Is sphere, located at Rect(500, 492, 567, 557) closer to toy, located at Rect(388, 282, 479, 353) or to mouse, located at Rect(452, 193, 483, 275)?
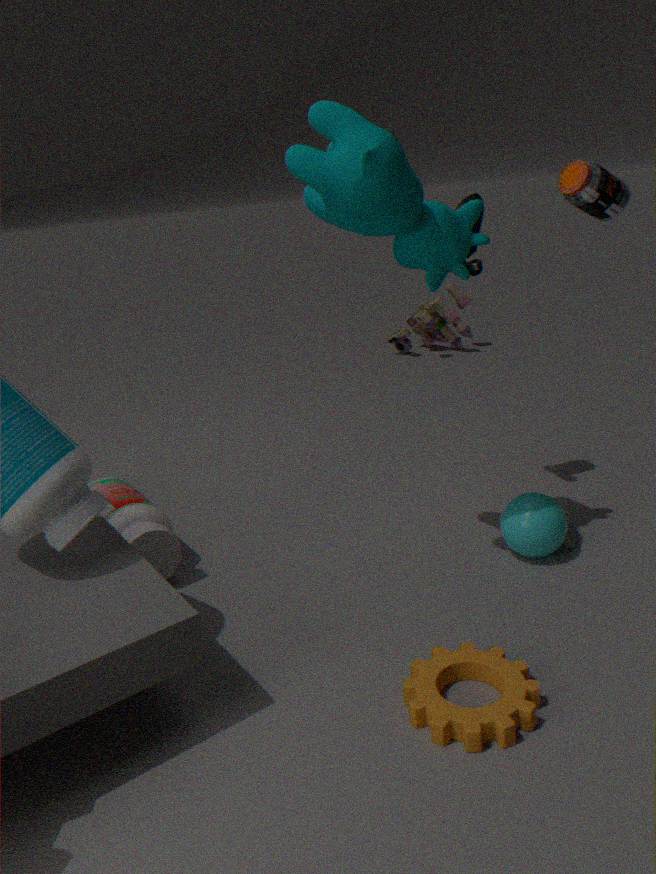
mouse, located at Rect(452, 193, 483, 275)
